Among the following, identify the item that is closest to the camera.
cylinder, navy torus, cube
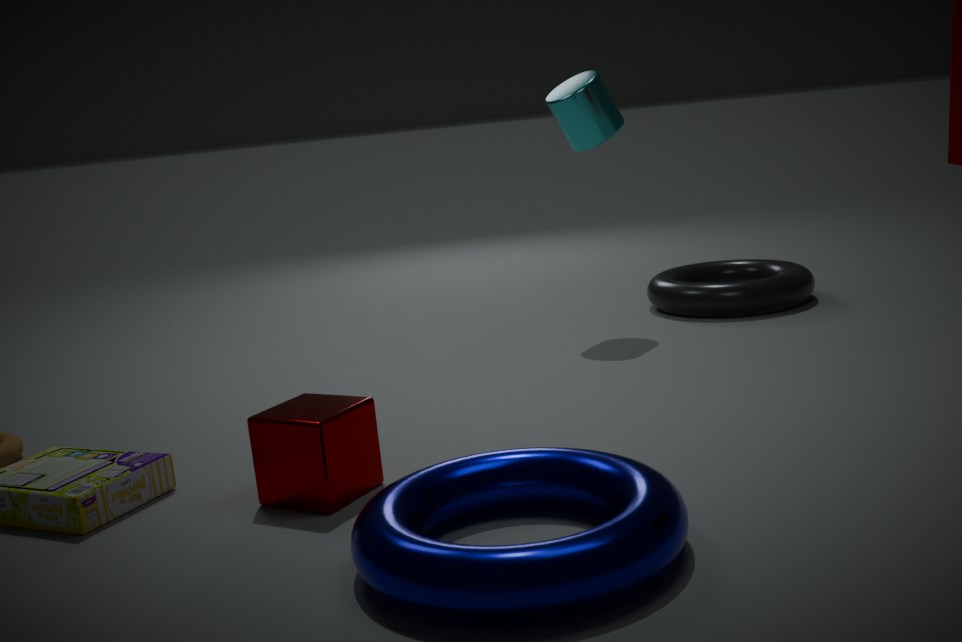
navy torus
